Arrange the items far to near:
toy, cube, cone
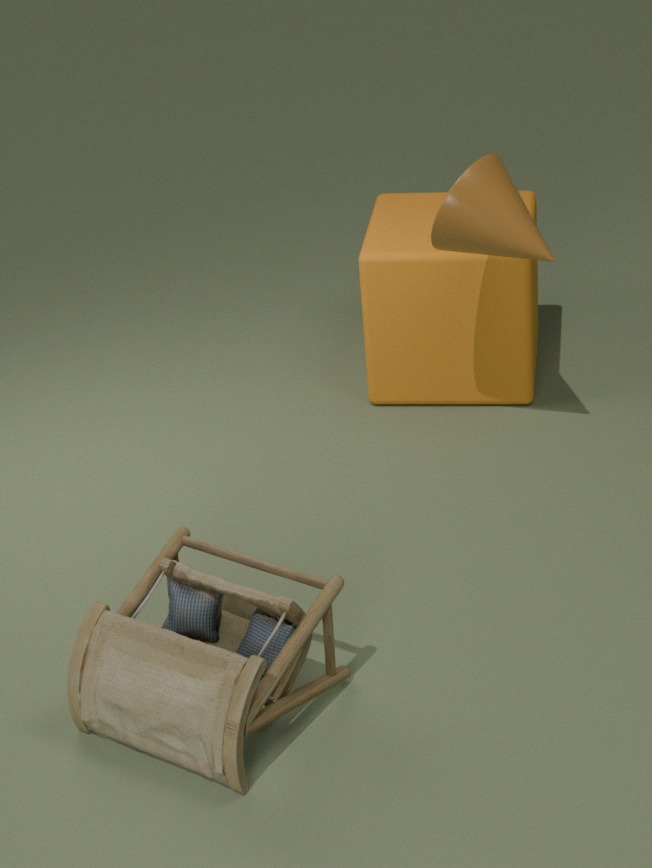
cube
cone
toy
